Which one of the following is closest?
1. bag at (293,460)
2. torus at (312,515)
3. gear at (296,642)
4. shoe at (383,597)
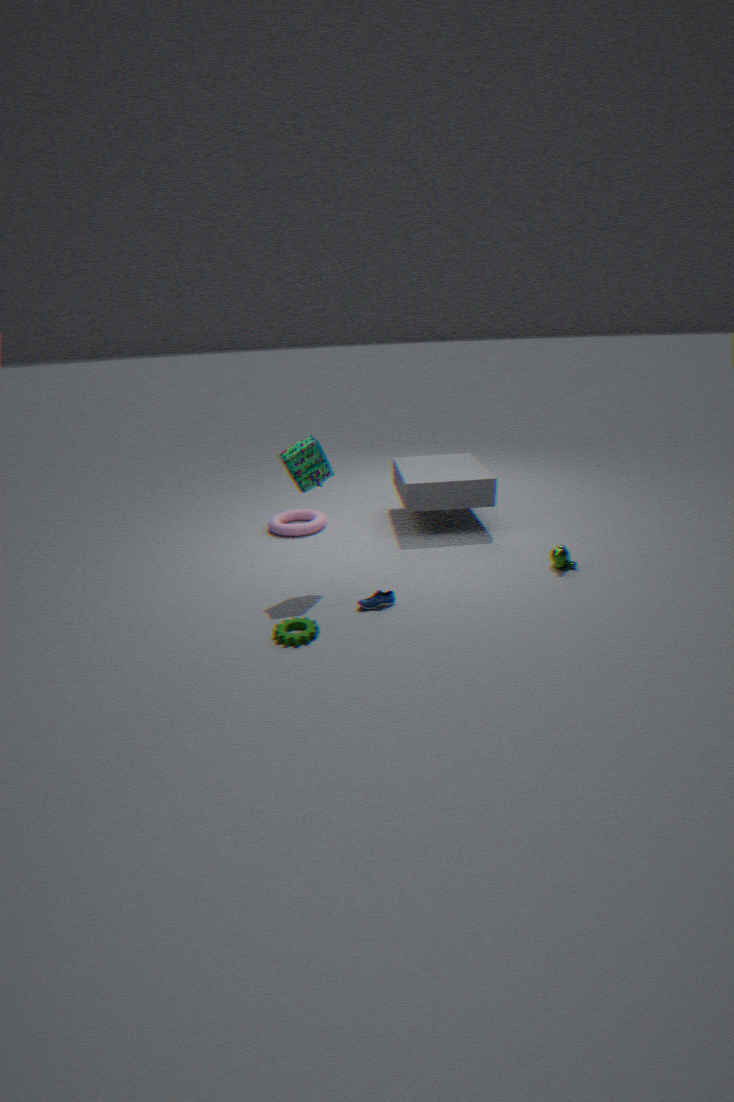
gear at (296,642)
